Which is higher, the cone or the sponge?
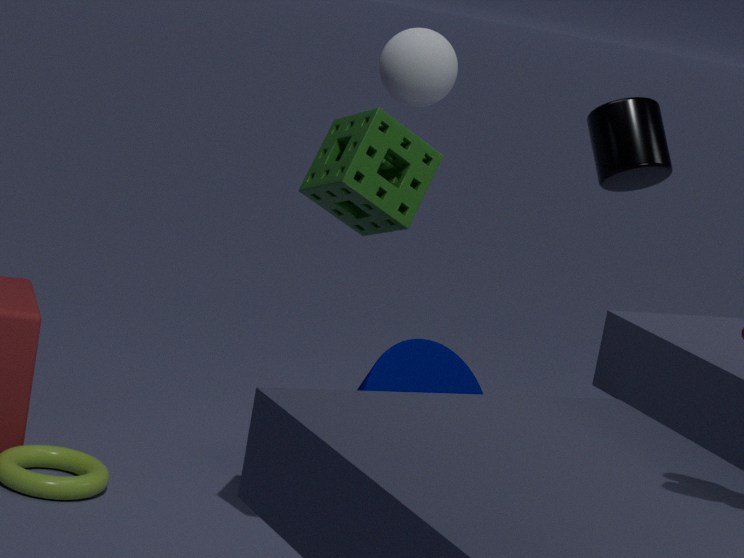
the sponge
